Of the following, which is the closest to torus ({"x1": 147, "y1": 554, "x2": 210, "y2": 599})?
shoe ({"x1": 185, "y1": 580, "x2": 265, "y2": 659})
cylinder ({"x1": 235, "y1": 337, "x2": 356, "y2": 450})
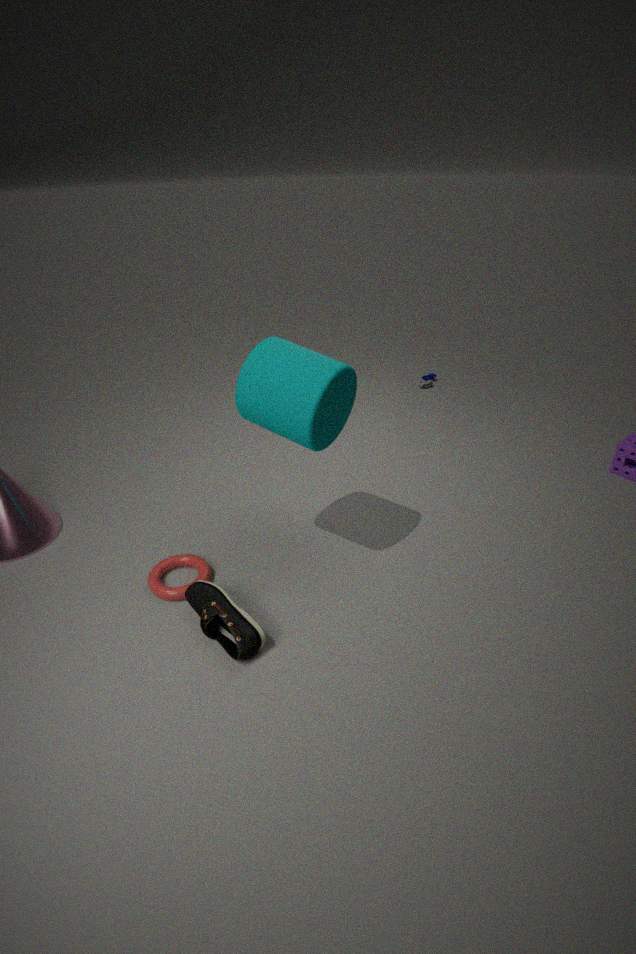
shoe ({"x1": 185, "y1": 580, "x2": 265, "y2": 659})
